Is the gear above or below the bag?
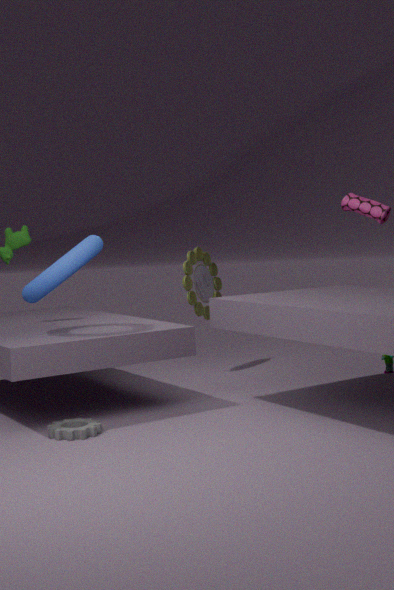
below
